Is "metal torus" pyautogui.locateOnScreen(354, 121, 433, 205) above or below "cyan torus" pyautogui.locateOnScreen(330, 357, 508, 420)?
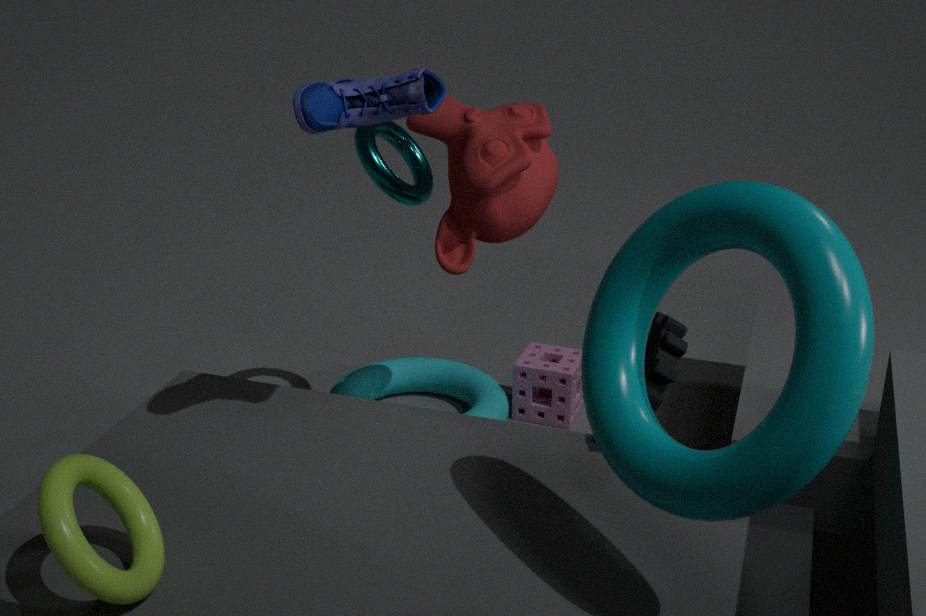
above
